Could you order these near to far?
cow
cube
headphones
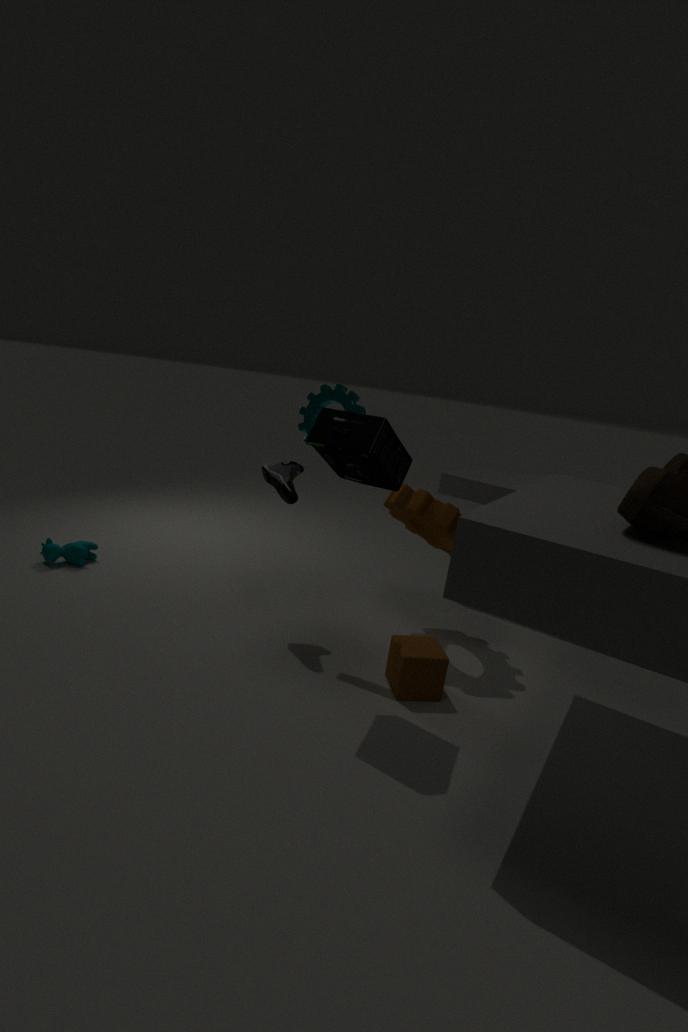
headphones, cube, cow
